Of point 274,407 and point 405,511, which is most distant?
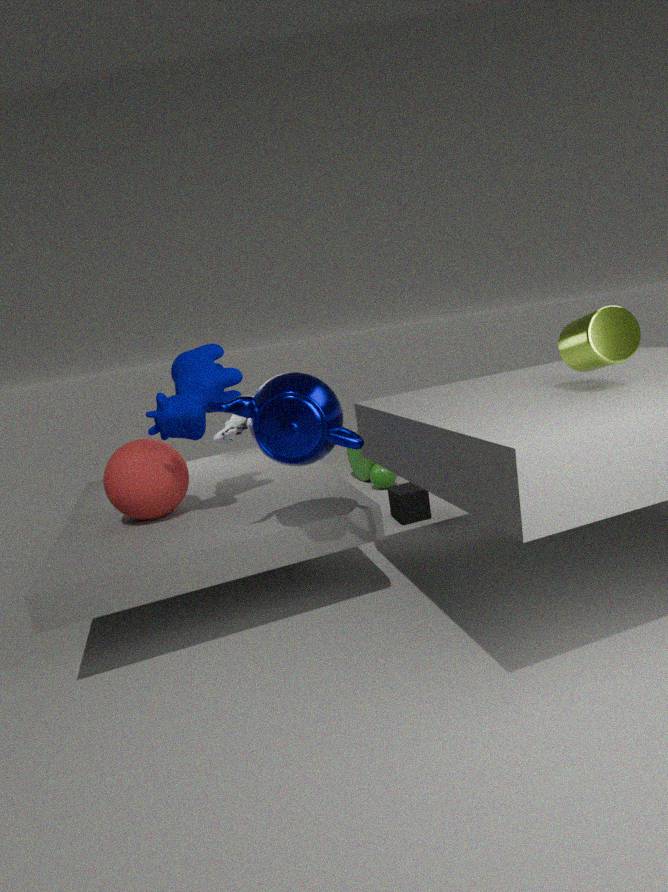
point 405,511
